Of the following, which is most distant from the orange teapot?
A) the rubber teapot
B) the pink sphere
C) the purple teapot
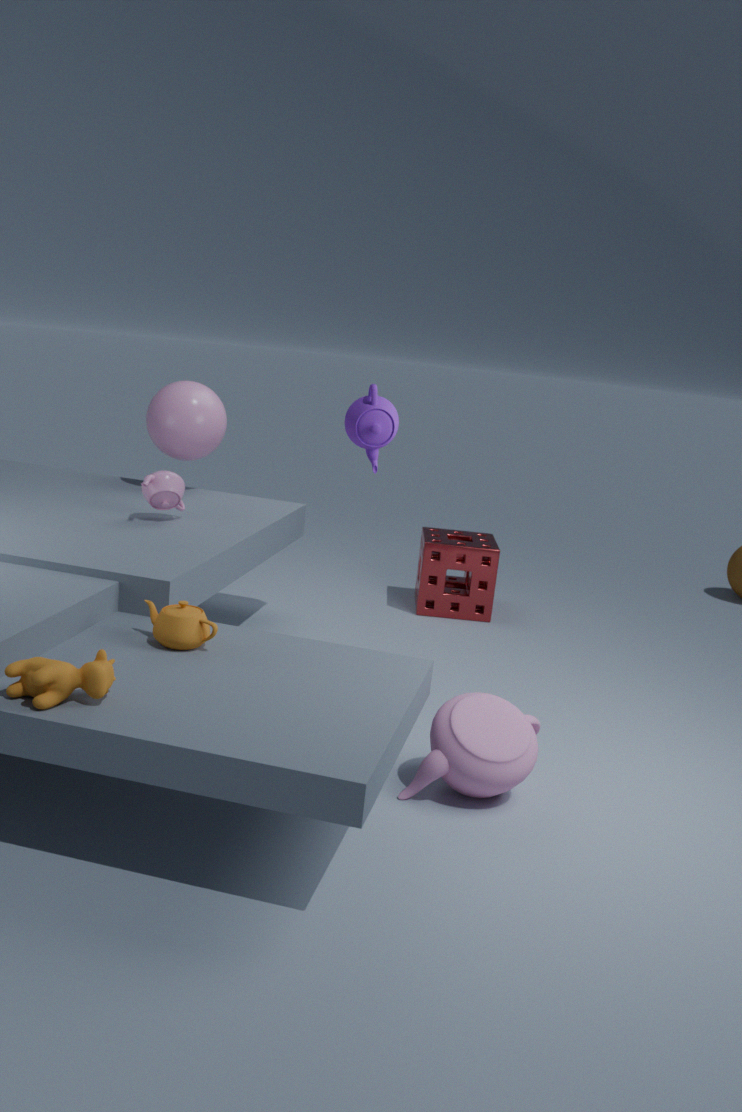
the pink sphere
